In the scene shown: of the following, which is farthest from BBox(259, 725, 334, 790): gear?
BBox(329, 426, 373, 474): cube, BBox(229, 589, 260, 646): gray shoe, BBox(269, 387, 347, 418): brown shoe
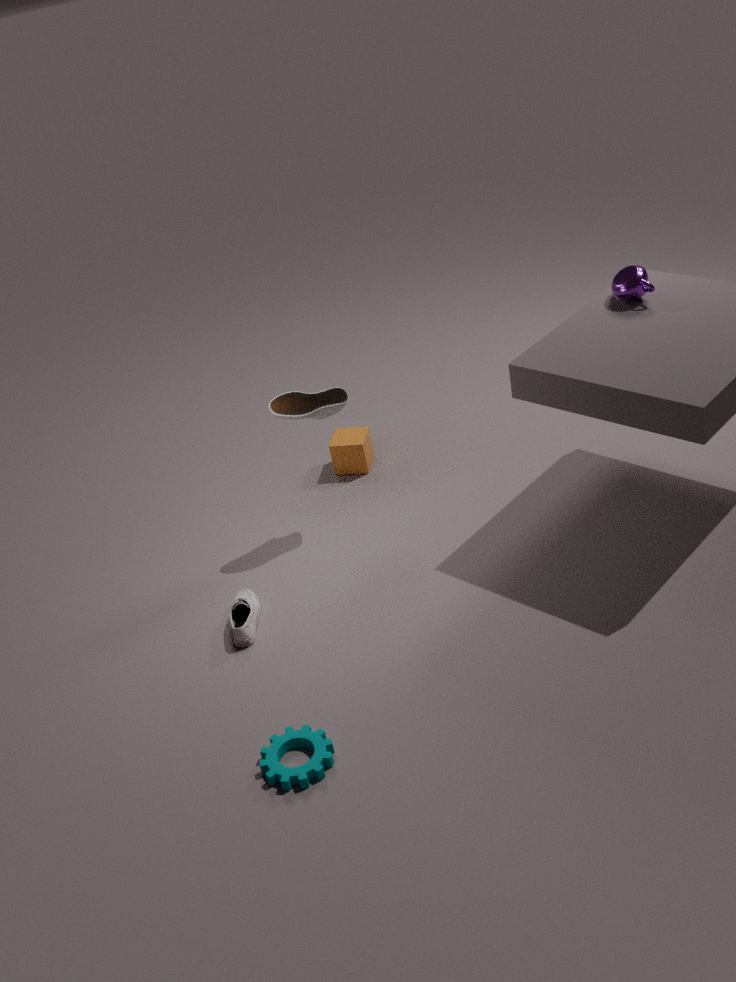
BBox(329, 426, 373, 474): cube
